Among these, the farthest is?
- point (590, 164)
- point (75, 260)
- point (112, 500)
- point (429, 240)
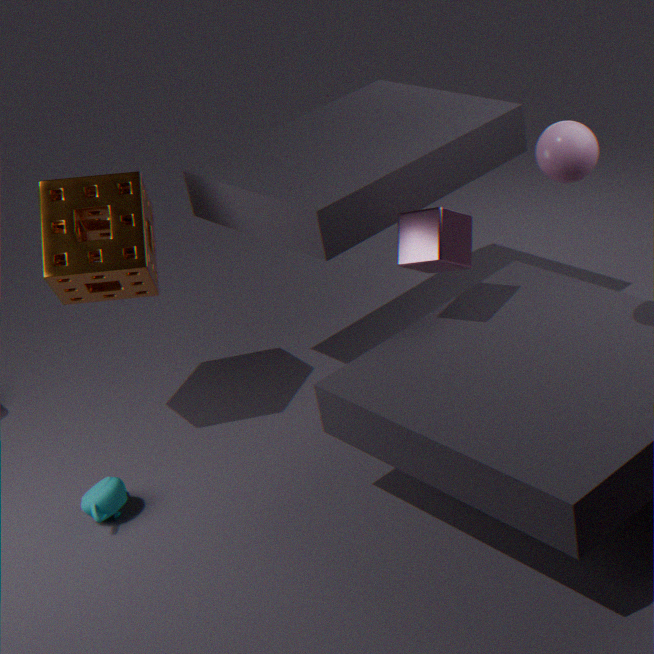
point (75, 260)
